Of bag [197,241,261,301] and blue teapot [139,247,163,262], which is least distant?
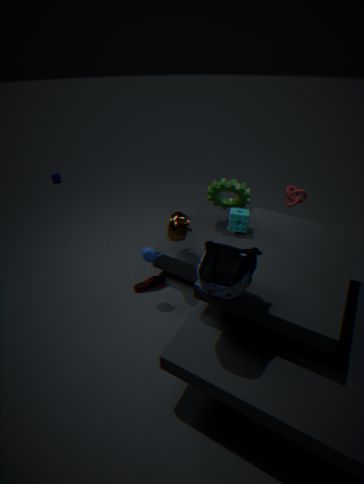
bag [197,241,261,301]
